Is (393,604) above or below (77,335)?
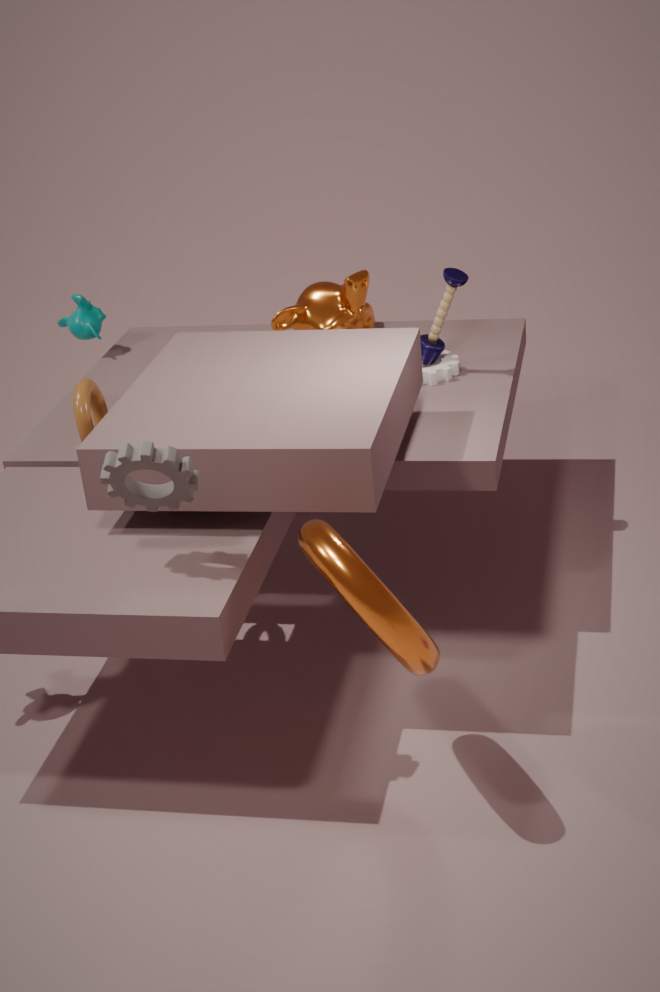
below
